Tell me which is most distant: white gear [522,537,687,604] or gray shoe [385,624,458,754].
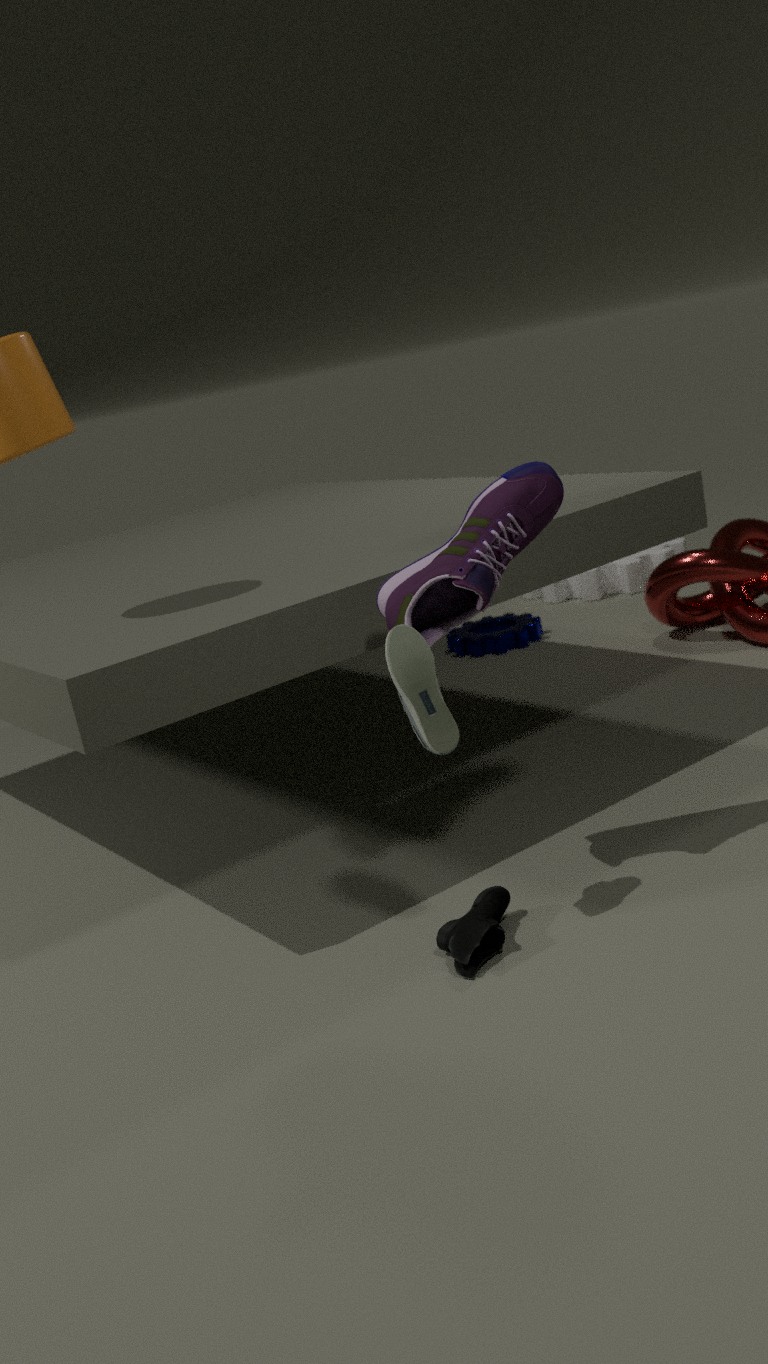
white gear [522,537,687,604]
